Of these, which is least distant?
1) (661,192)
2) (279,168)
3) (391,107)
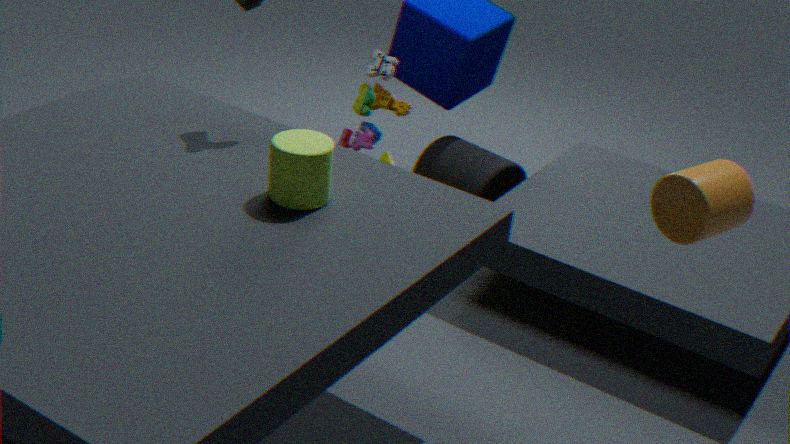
1. (661,192)
